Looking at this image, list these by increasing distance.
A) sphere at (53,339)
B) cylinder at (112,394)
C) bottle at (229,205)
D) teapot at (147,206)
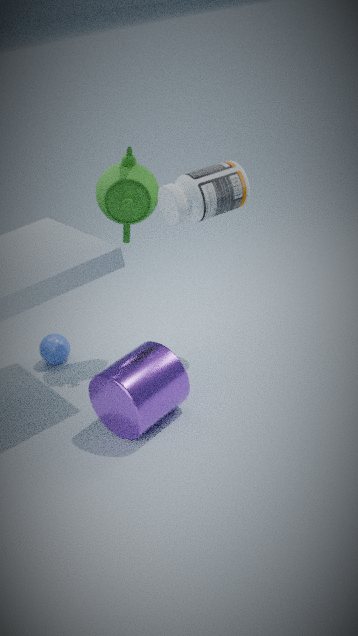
B. cylinder at (112,394) → C. bottle at (229,205) → D. teapot at (147,206) → A. sphere at (53,339)
